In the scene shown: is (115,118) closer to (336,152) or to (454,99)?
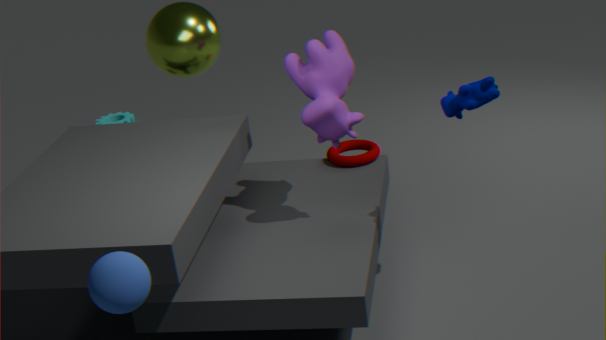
(336,152)
